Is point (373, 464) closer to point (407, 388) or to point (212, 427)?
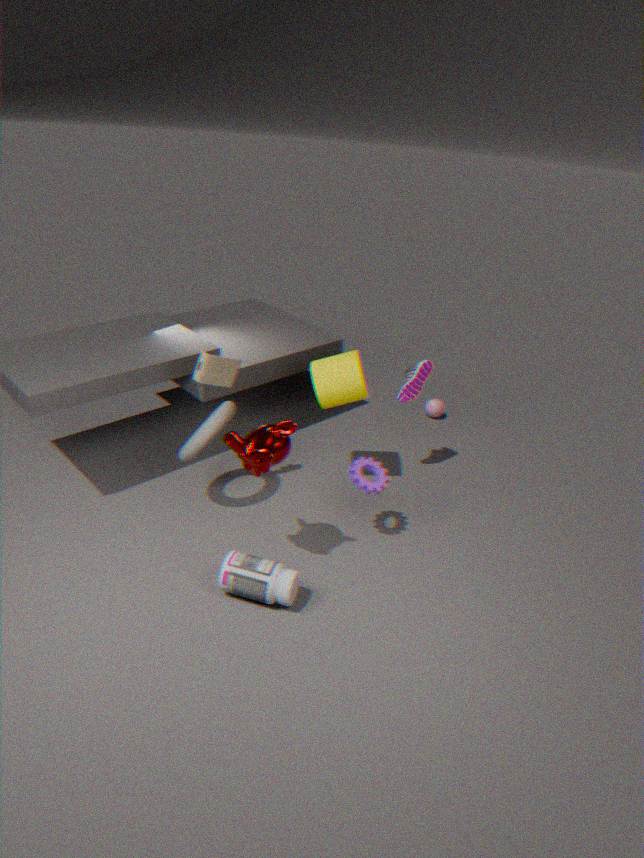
point (407, 388)
